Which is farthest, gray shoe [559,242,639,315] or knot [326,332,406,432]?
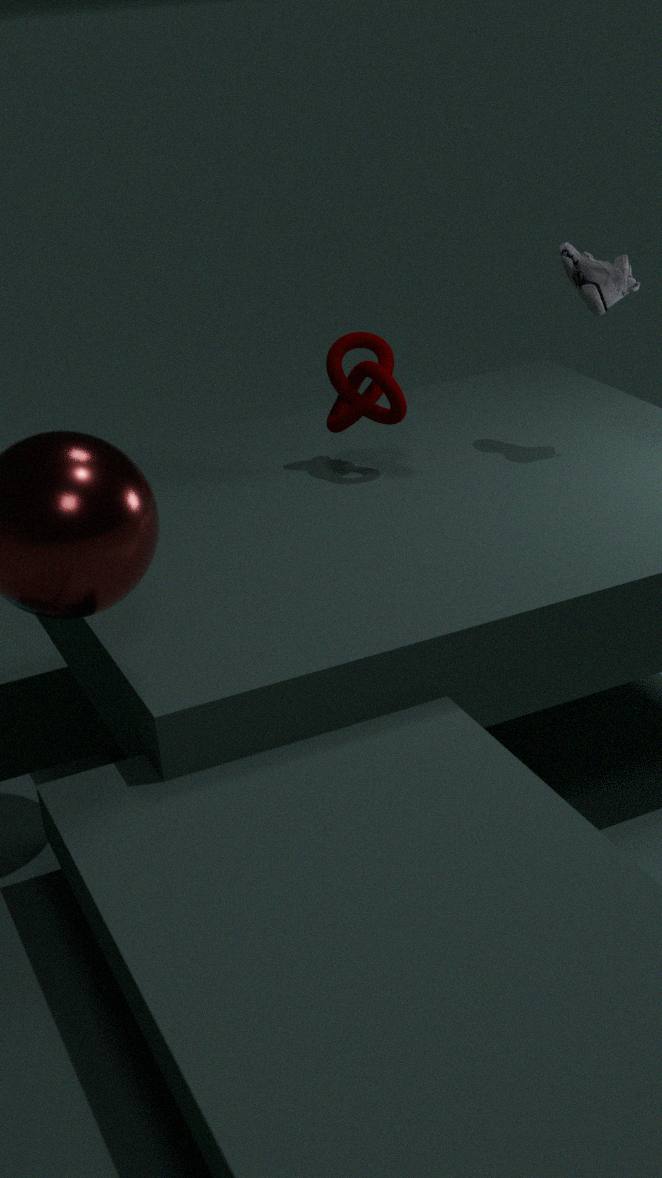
knot [326,332,406,432]
